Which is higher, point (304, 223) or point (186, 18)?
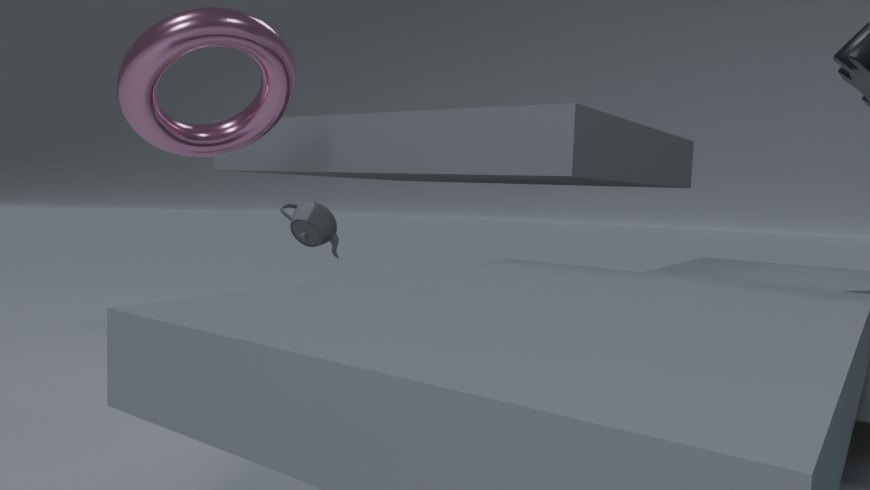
point (186, 18)
